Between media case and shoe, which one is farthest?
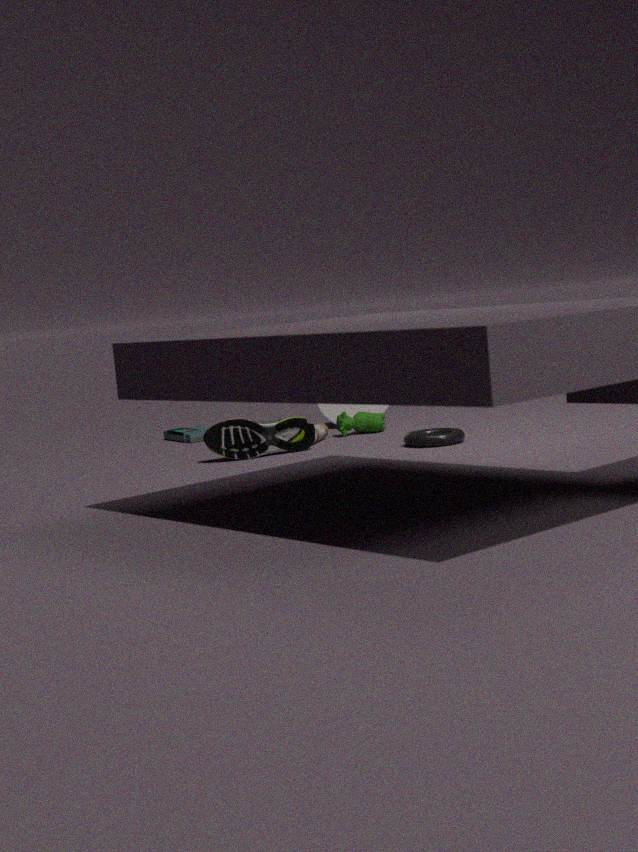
media case
